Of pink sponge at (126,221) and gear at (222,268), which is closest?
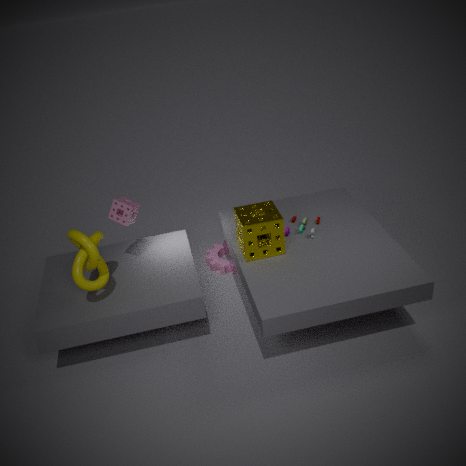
pink sponge at (126,221)
